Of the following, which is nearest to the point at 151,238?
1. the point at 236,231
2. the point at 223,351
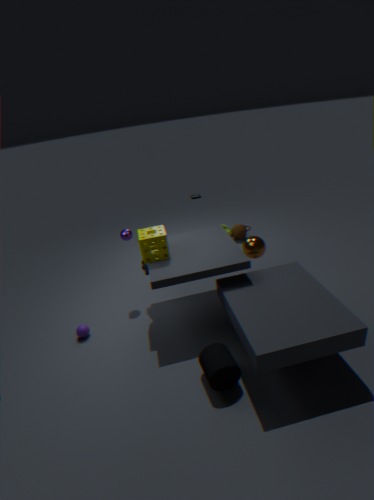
the point at 223,351
